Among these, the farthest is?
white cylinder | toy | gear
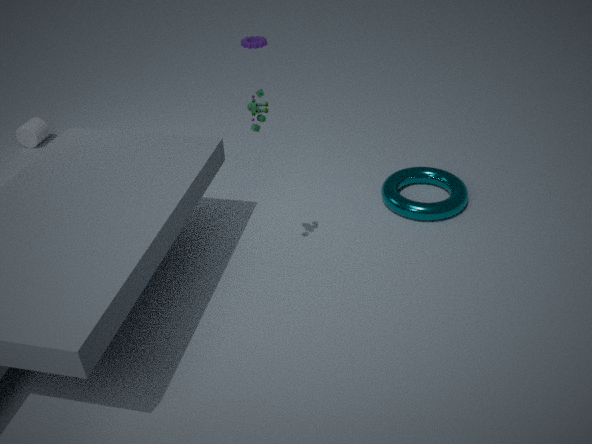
gear
